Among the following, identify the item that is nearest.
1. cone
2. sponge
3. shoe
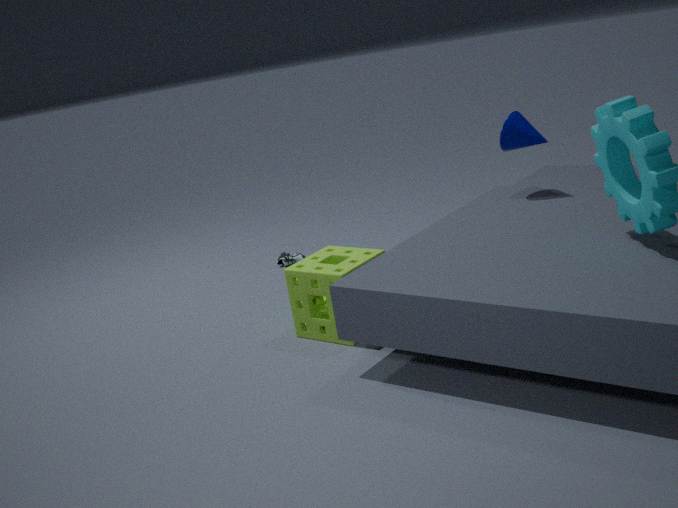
sponge
